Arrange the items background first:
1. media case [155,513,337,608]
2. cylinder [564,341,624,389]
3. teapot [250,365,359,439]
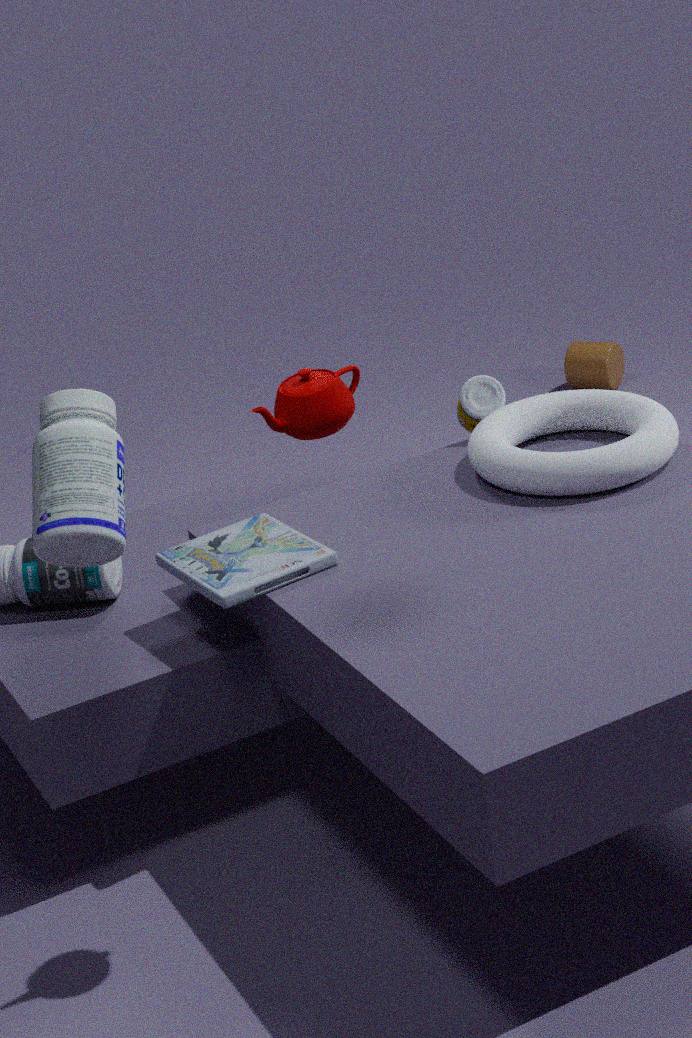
cylinder [564,341,624,389] < media case [155,513,337,608] < teapot [250,365,359,439]
